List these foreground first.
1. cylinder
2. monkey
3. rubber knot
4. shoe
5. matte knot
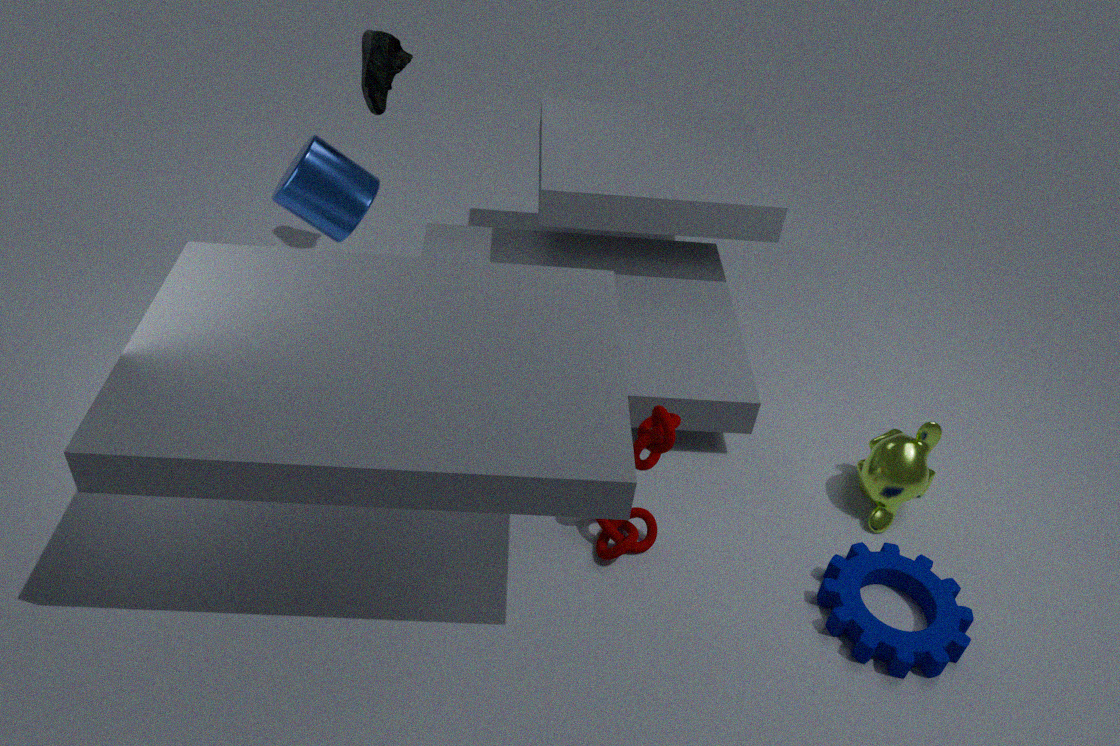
rubber knot → matte knot → monkey → cylinder → shoe
